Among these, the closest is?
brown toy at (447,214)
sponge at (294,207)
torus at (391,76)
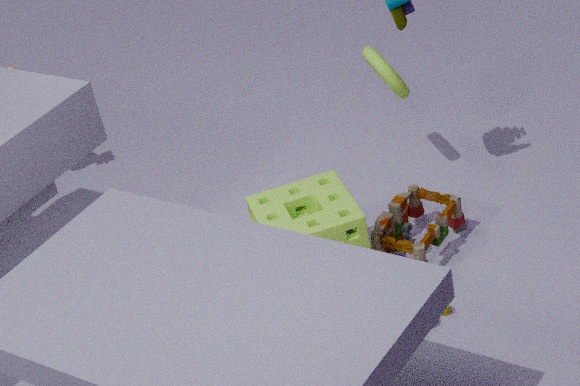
sponge at (294,207)
